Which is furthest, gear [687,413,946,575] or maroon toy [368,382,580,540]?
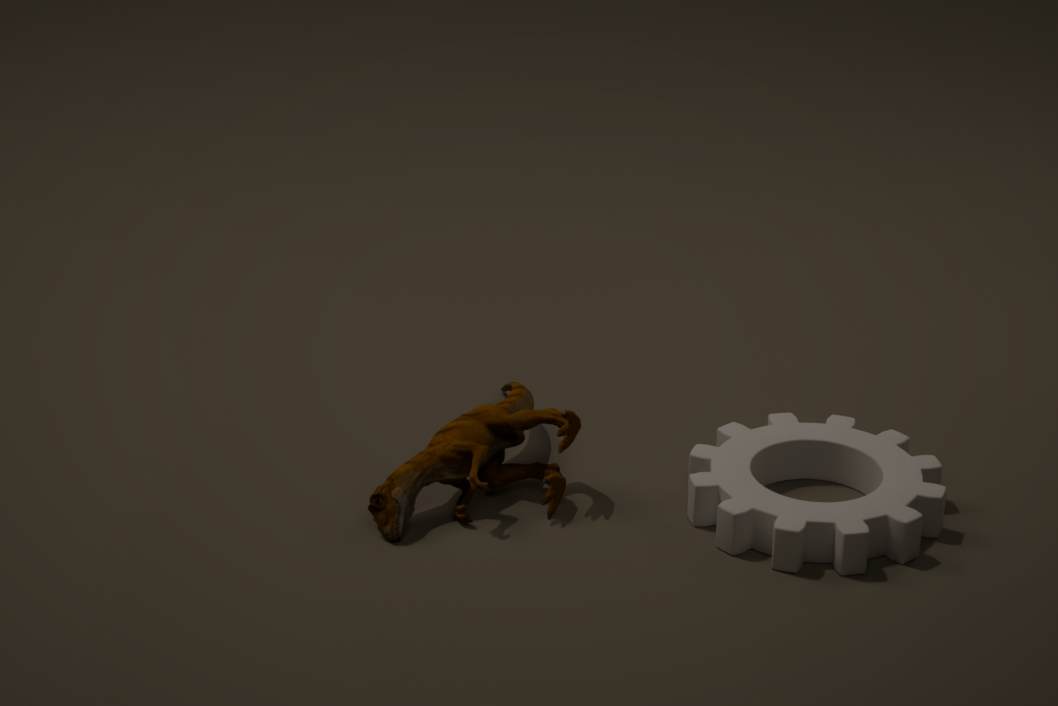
maroon toy [368,382,580,540]
